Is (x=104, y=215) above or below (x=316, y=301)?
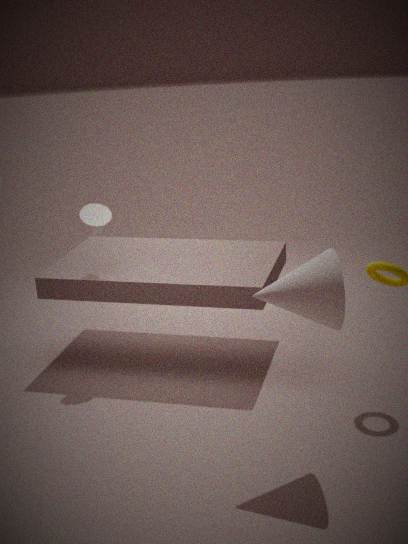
above
